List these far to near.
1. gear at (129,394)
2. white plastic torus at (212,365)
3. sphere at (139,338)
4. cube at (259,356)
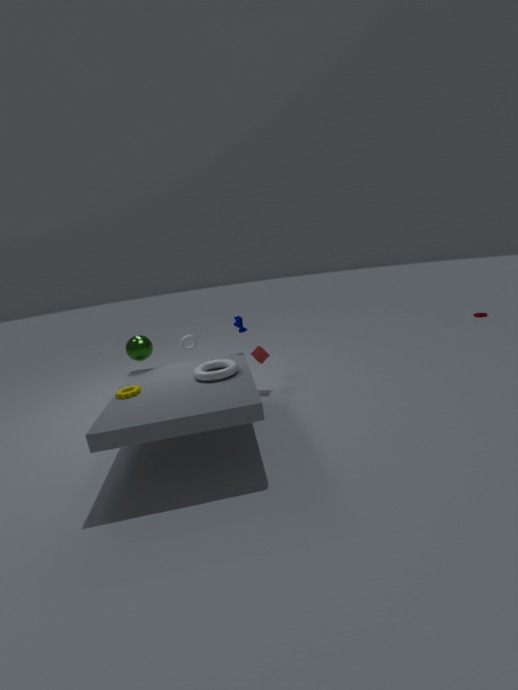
cube at (259,356) → sphere at (139,338) → white plastic torus at (212,365) → gear at (129,394)
